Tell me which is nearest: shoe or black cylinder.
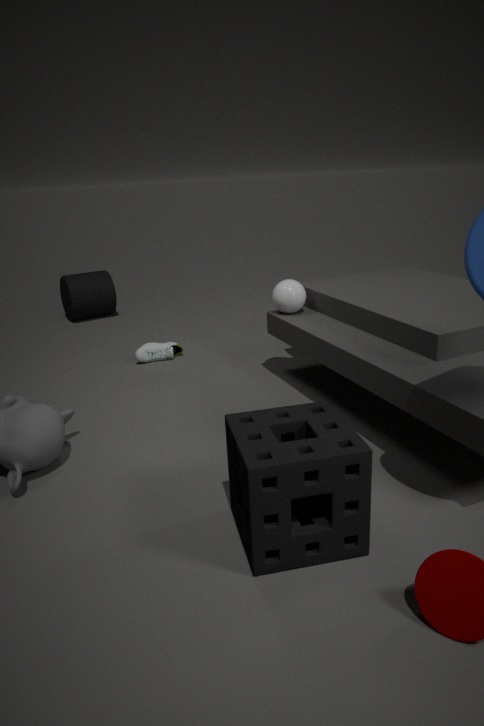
shoe
